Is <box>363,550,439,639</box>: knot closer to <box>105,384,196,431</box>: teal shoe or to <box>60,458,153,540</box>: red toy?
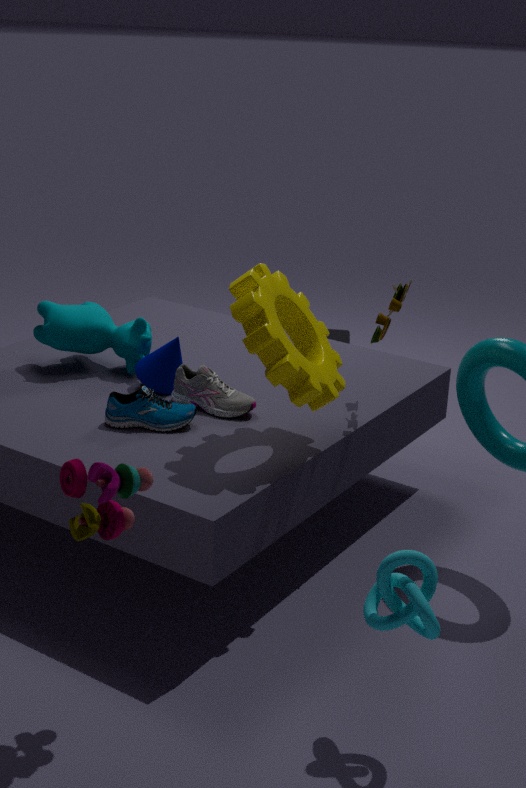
<box>60,458,153,540</box>: red toy
